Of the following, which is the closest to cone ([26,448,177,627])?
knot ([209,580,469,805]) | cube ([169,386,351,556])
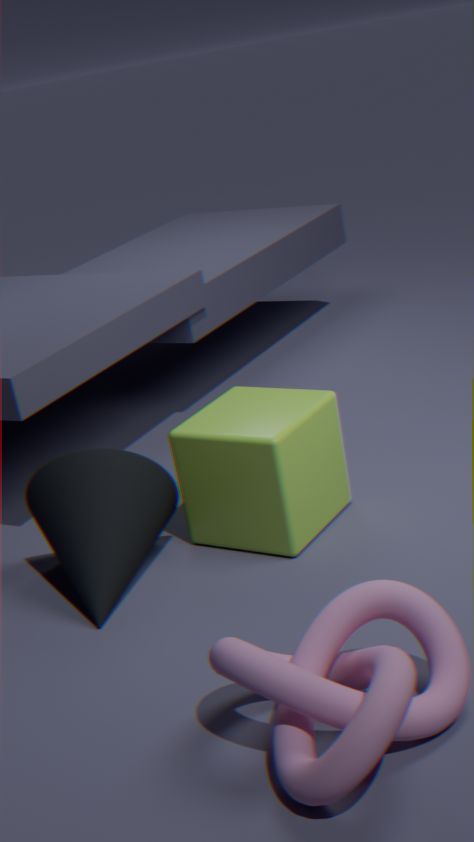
cube ([169,386,351,556])
